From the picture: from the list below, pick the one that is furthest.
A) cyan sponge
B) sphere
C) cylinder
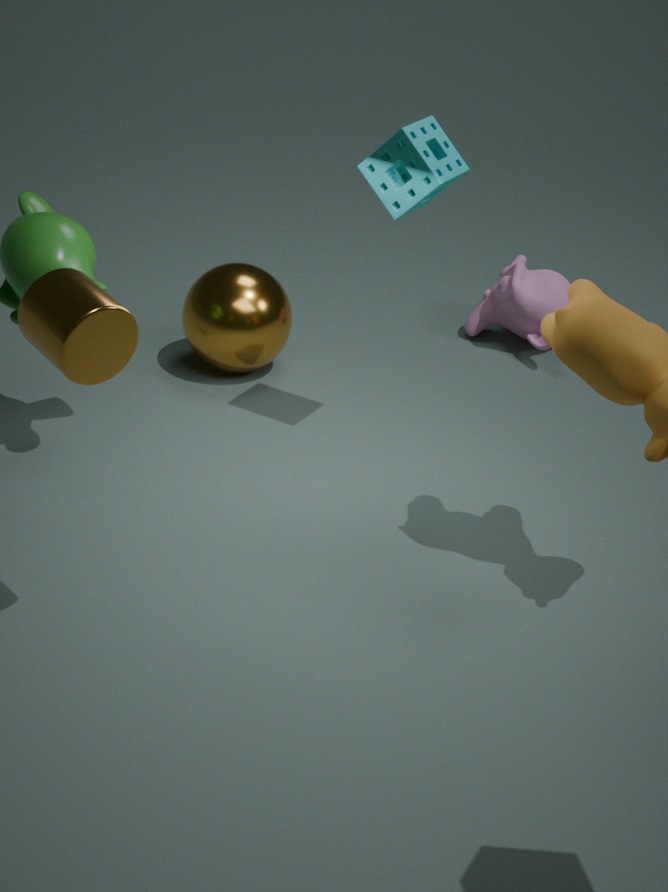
sphere
